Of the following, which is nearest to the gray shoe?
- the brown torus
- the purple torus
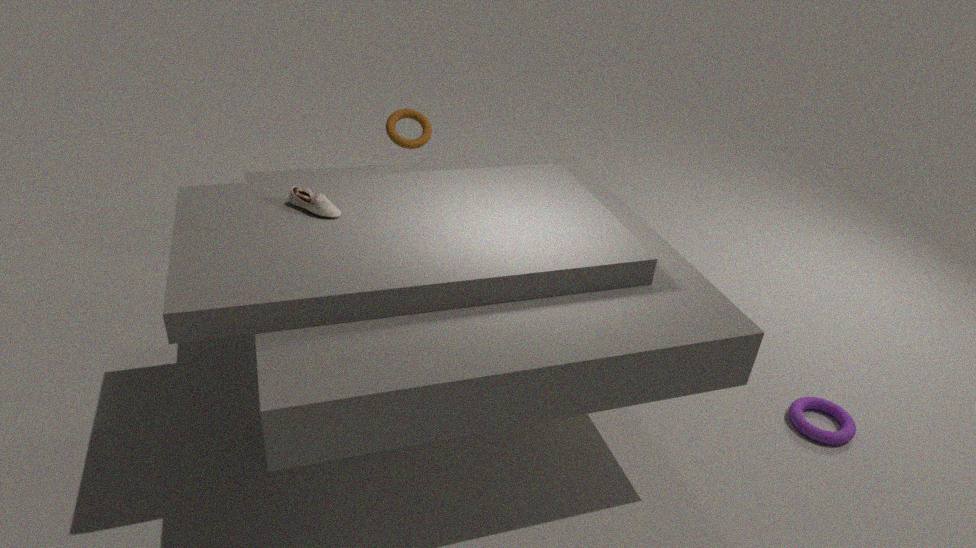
the brown torus
